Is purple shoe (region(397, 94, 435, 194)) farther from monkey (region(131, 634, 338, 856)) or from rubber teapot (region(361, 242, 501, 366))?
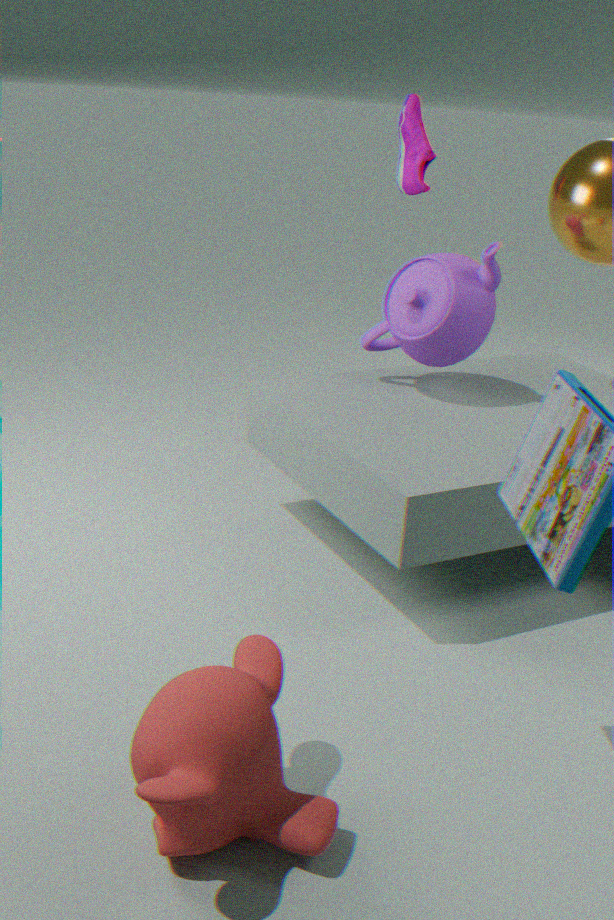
monkey (region(131, 634, 338, 856))
